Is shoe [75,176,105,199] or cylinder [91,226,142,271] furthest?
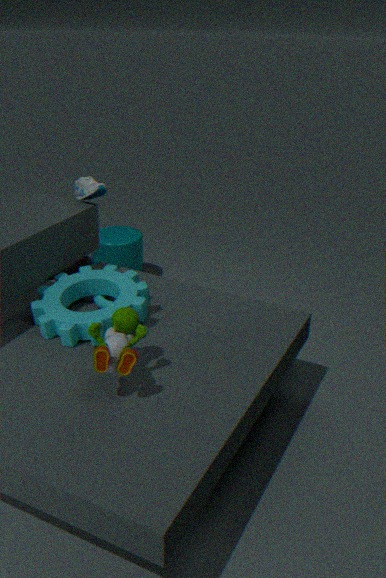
cylinder [91,226,142,271]
